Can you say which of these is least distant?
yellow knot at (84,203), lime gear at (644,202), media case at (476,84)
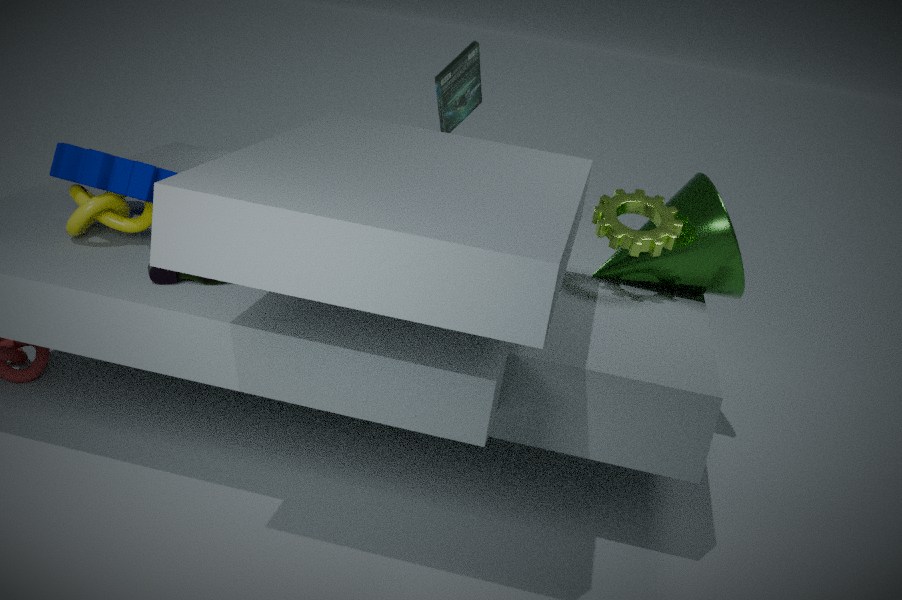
yellow knot at (84,203)
